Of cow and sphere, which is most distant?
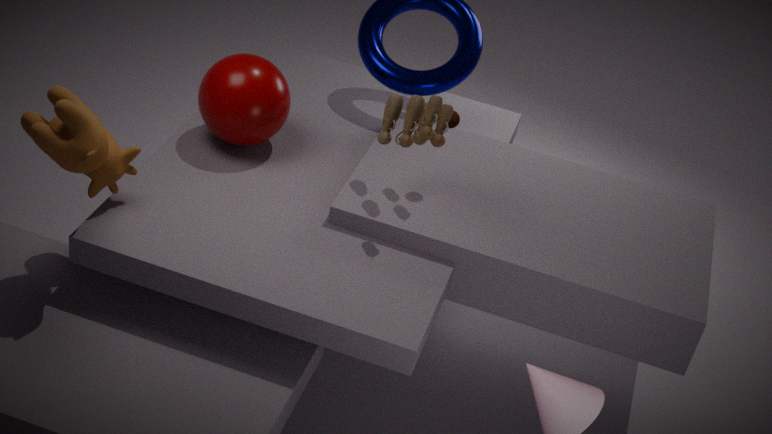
sphere
